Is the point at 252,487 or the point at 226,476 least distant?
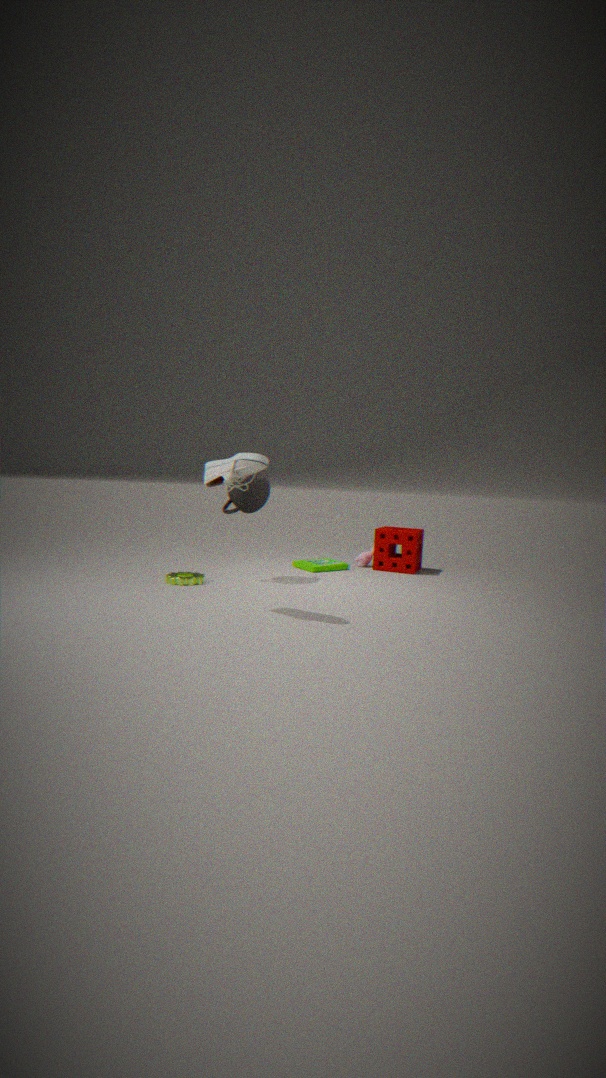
the point at 226,476
